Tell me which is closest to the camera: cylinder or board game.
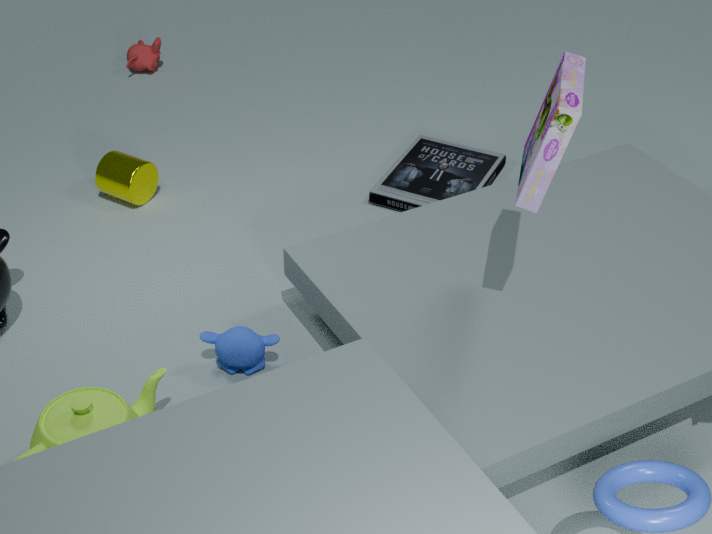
board game
